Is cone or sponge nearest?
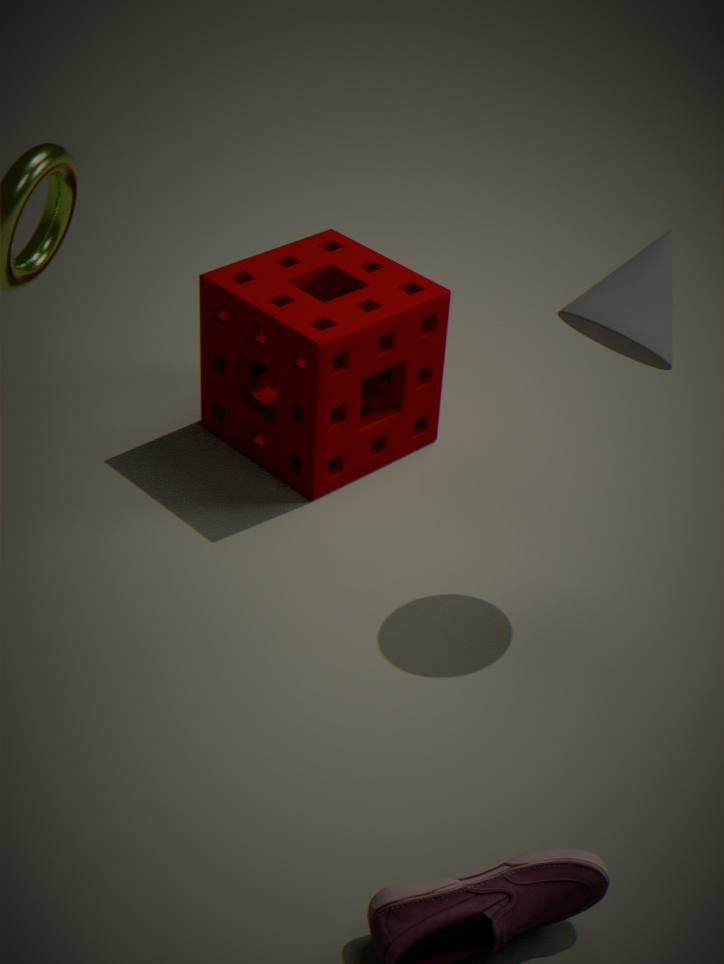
cone
